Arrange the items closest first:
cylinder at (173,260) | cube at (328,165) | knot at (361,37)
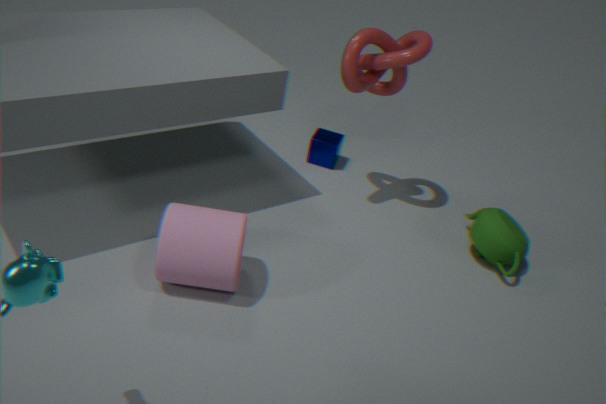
1. cylinder at (173,260)
2. knot at (361,37)
3. cube at (328,165)
